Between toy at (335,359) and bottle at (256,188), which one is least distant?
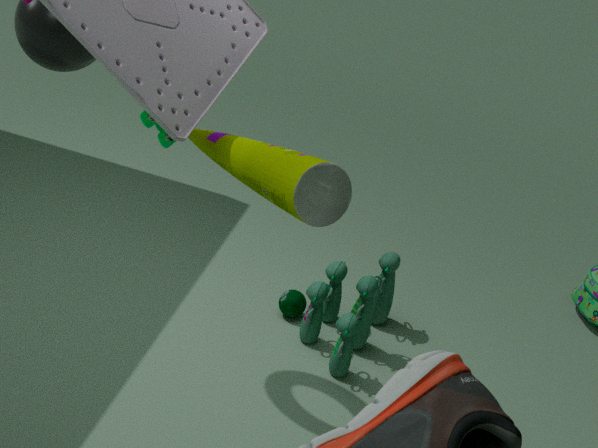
bottle at (256,188)
